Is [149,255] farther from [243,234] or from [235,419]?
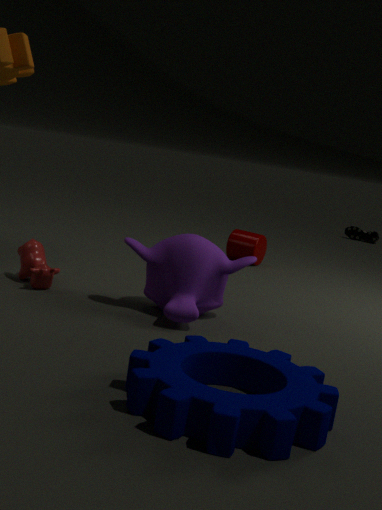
[243,234]
